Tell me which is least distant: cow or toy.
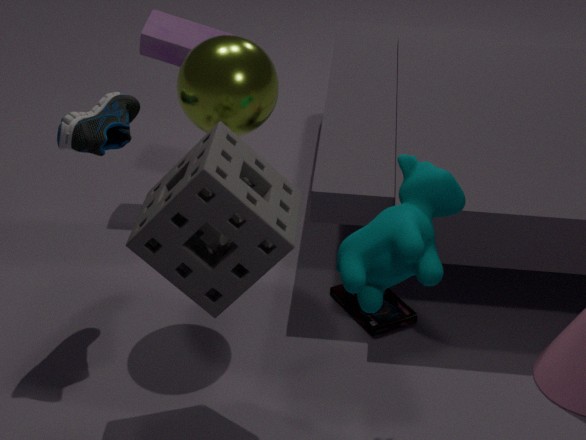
cow
